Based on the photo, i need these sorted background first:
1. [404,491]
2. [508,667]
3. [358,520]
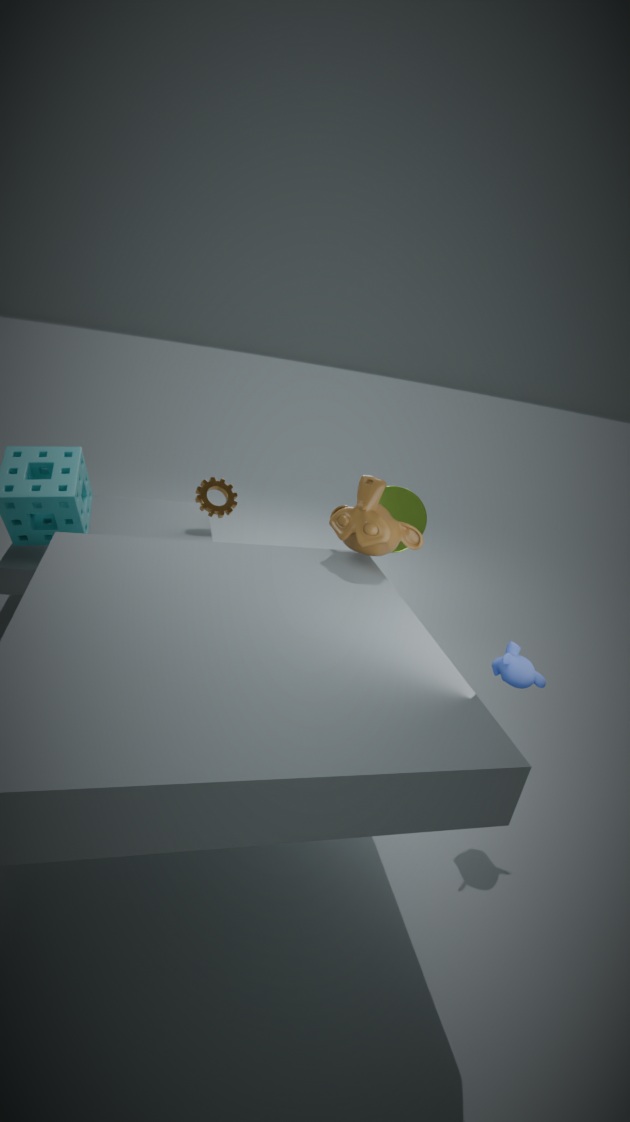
1. [404,491]
2. [358,520]
3. [508,667]
